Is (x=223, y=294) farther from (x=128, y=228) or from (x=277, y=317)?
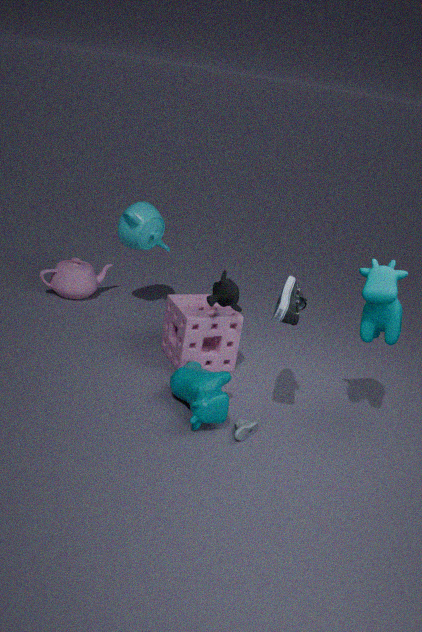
(x=128, y=228)
